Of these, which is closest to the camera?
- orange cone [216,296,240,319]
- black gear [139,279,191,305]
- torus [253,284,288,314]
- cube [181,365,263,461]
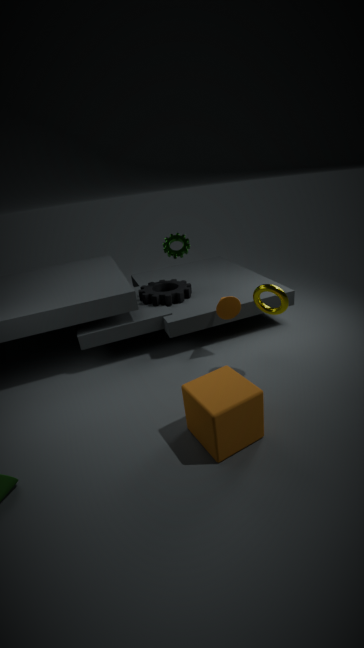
cube [181,365,263,461]
